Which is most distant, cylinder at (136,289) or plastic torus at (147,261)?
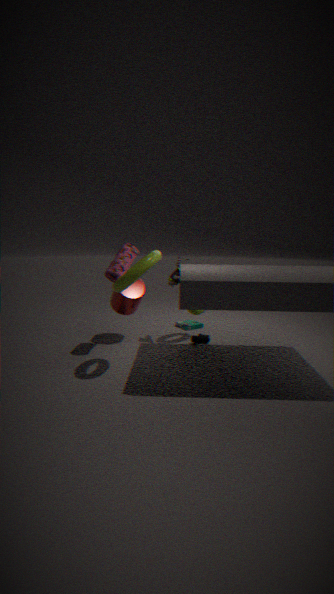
cylinder at (136,289)
